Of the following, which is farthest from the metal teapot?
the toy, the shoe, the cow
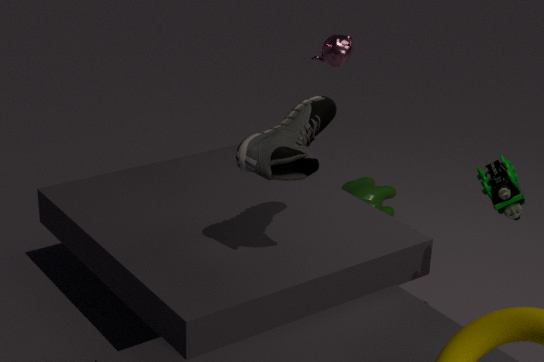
the toy
